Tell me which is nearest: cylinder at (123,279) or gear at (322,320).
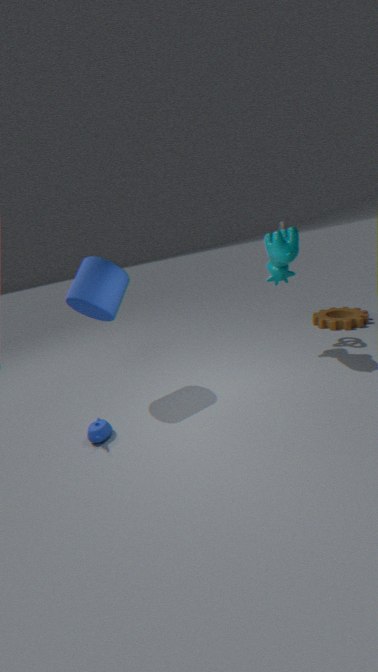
cylinder at (123,279)
